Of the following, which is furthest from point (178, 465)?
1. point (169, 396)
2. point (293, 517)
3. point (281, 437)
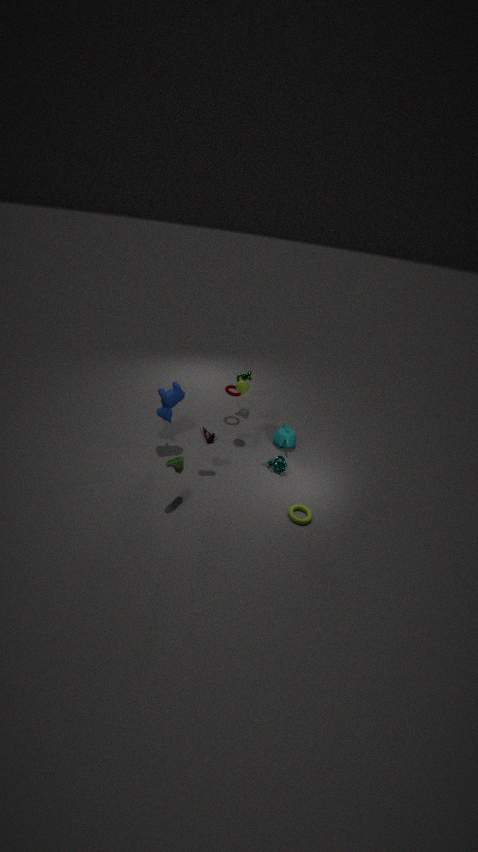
point (281, 437)
